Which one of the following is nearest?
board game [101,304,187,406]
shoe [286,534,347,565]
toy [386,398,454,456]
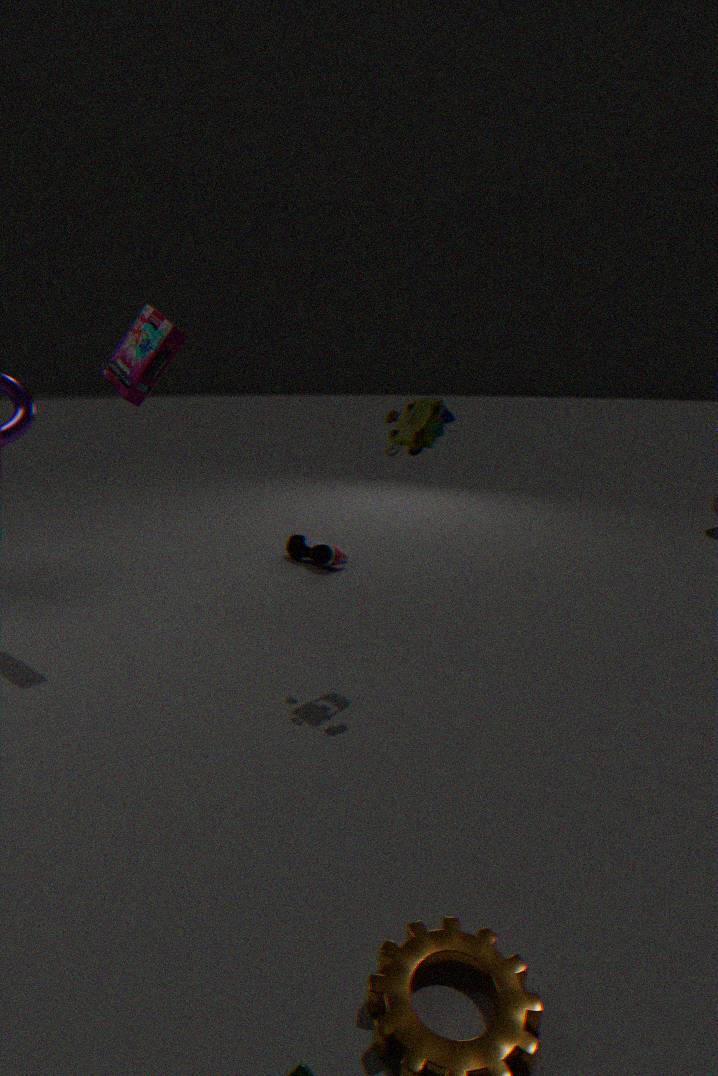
toy [386,398,454,456]
